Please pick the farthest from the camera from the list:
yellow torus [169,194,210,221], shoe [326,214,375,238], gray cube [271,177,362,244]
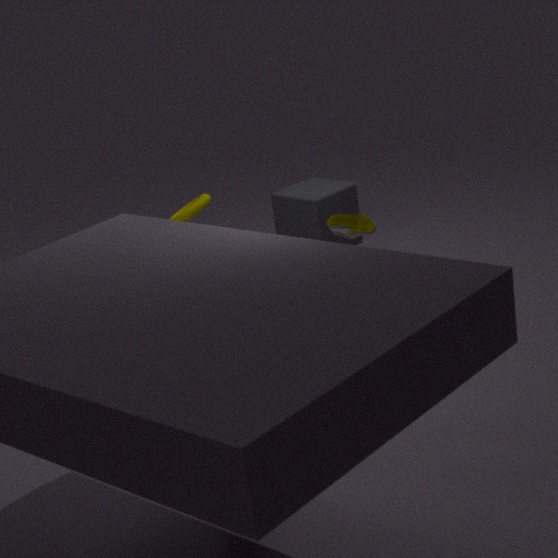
gray cube [271,177,362,244]
